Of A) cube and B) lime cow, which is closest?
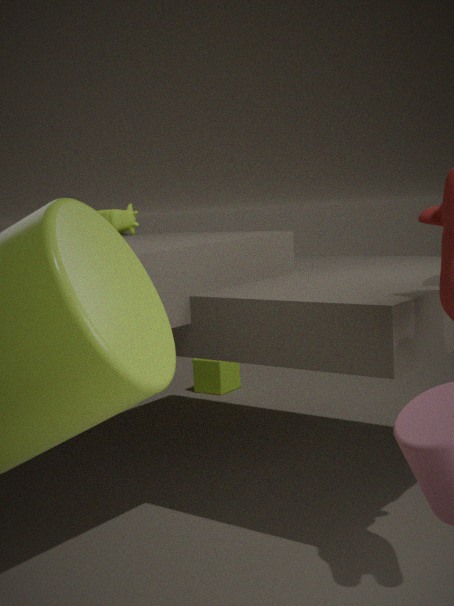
B. lime cow
